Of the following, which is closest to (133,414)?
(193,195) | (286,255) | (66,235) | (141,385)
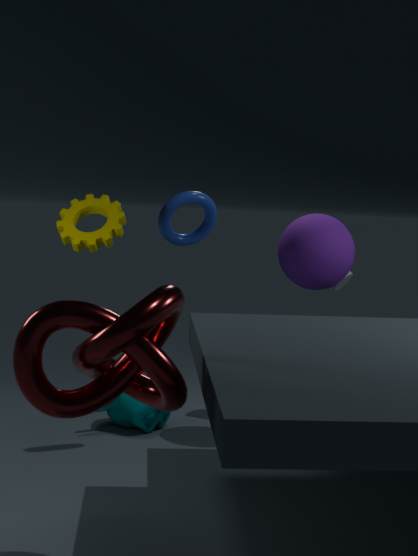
(193,195)
